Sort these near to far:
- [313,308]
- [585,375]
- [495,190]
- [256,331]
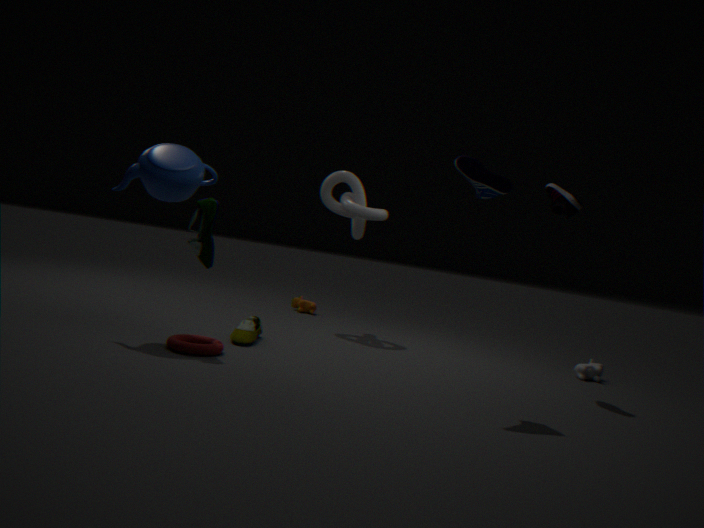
[495,190] → [256,331] → [585,375] → [313,308]
